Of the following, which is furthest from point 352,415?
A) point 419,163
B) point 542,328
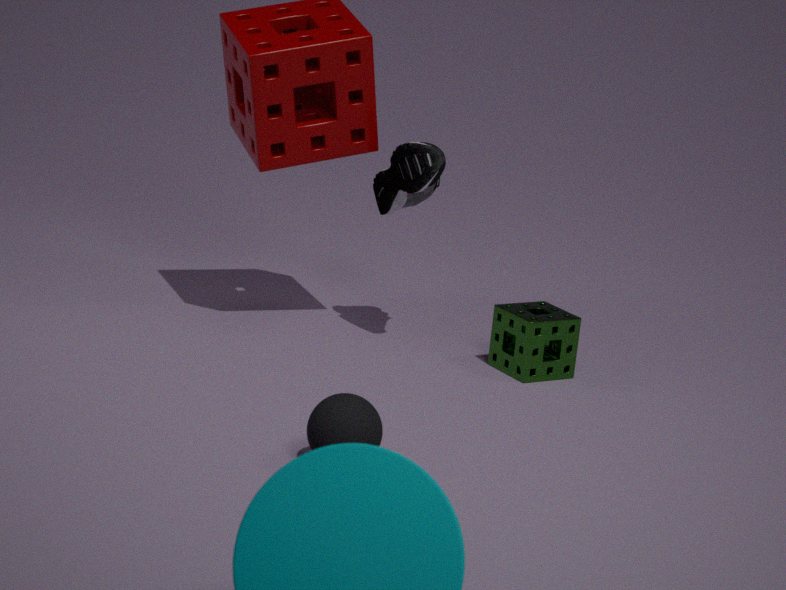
point 419,163
